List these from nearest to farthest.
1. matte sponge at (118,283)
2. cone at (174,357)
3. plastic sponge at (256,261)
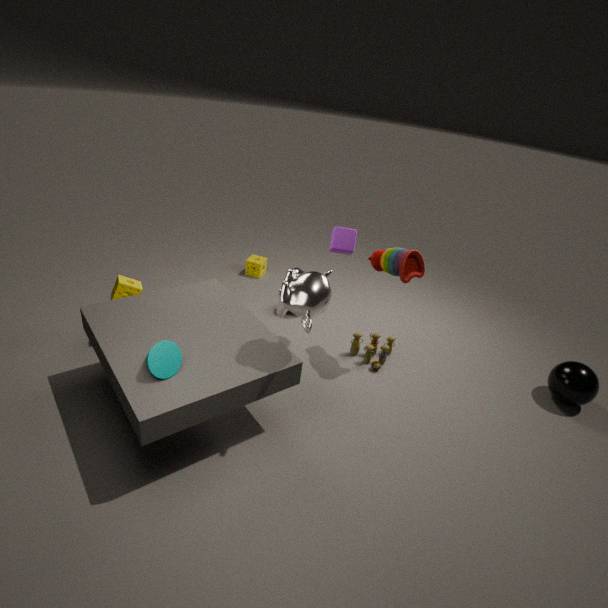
cone at (174,357), matte sponge at (118,283), plastic sponge at (256,261)
